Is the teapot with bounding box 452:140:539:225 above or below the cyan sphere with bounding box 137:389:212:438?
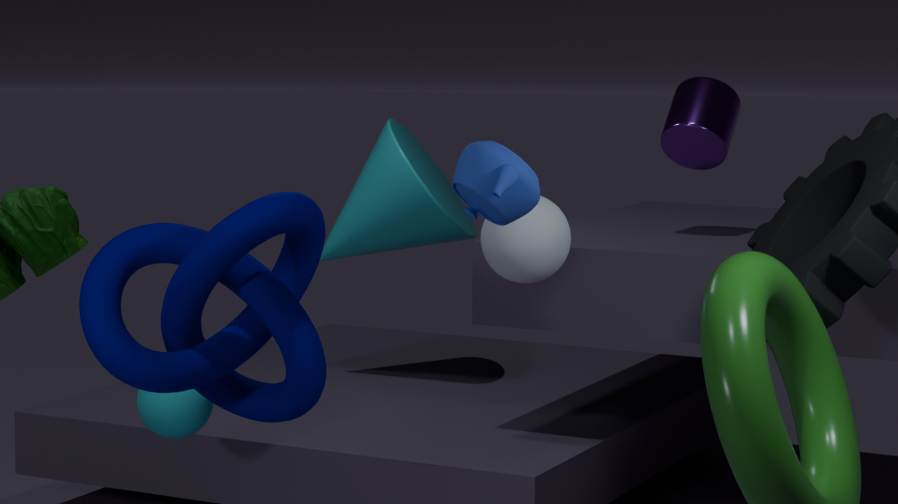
above
